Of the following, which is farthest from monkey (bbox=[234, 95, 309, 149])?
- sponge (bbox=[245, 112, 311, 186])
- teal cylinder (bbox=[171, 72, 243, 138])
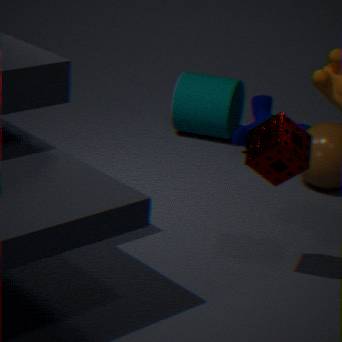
sponge (bbox=[245, 112, 311, 186])
